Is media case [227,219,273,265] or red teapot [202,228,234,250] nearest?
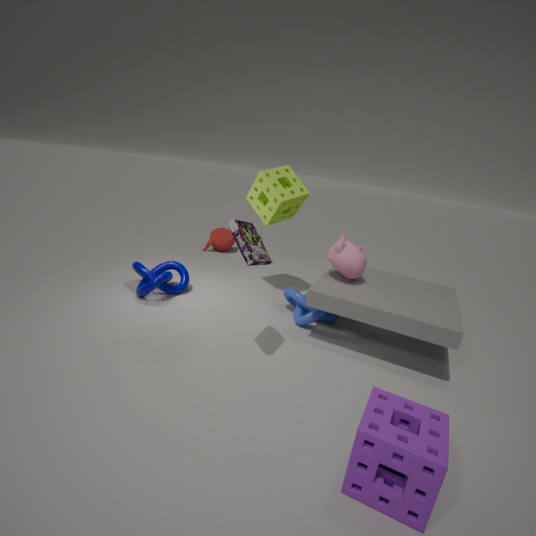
media case [227,219,273,265]
